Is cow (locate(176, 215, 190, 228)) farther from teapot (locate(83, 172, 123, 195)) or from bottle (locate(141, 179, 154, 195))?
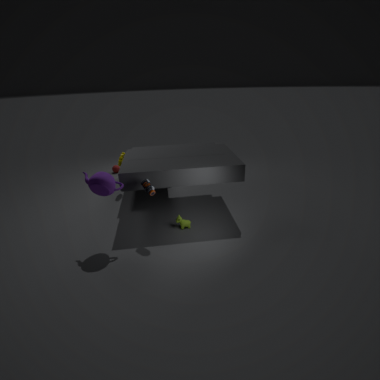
Result: teapot (locate(83, 172, 123, 195))
